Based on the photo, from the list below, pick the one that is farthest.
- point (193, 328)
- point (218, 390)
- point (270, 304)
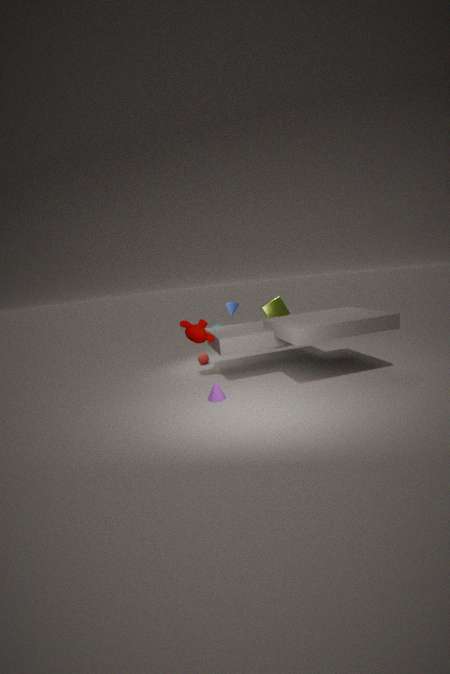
point (270, 304)
